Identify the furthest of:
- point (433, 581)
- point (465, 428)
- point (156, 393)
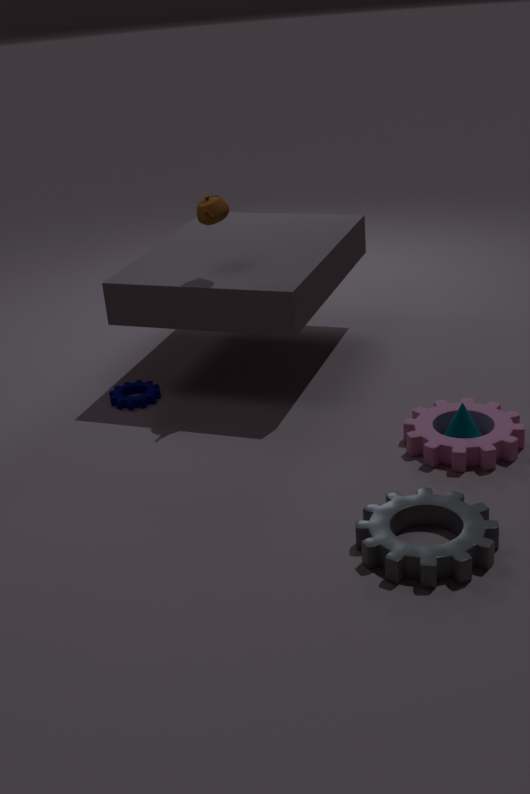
point (156, 393)
